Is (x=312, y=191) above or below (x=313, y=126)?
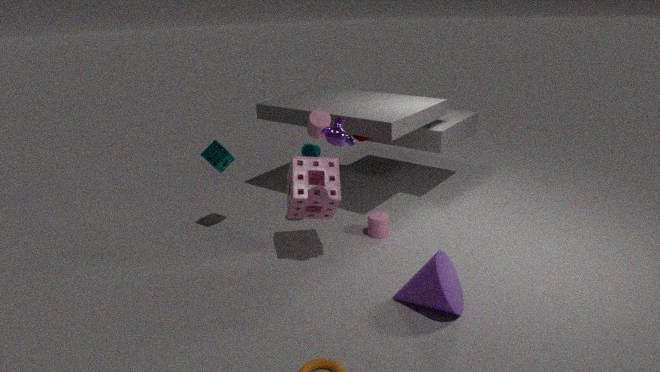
below
